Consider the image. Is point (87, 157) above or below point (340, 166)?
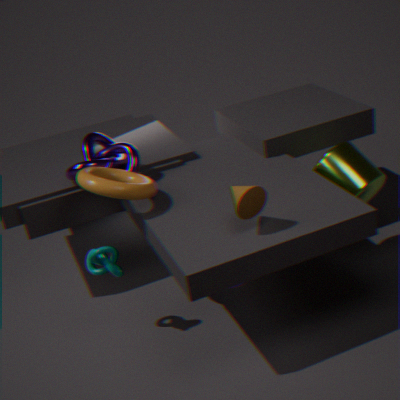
above
